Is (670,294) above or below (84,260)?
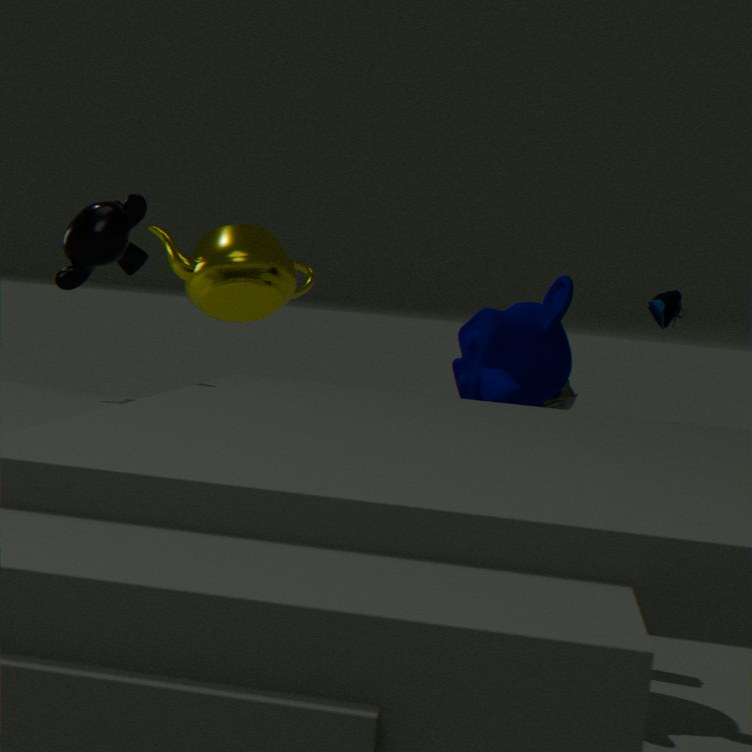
below
